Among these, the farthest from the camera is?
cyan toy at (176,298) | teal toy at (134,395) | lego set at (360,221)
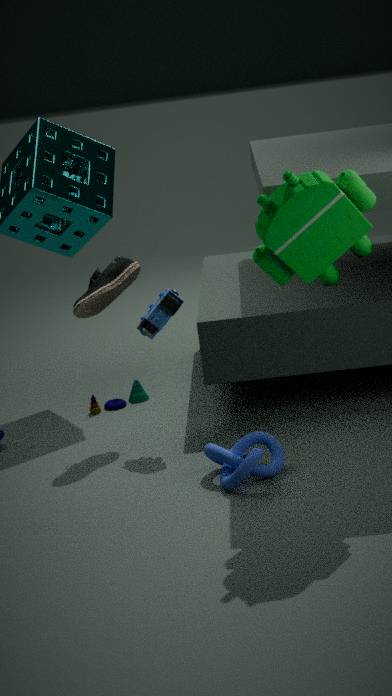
teal toy at (134,395)
